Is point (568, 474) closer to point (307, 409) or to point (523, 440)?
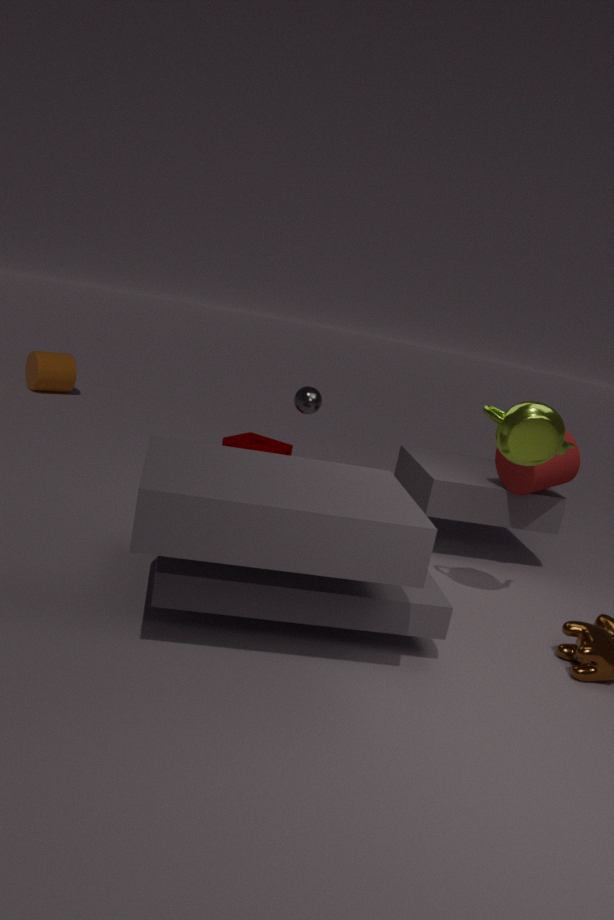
point (523, 440)
